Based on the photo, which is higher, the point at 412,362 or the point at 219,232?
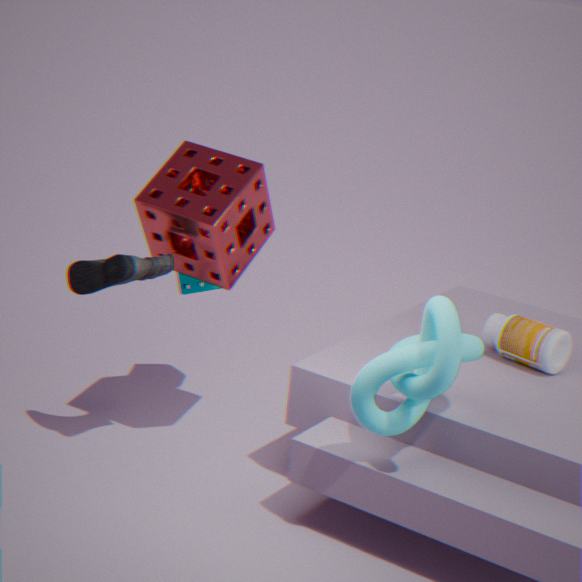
the point at 219,232
